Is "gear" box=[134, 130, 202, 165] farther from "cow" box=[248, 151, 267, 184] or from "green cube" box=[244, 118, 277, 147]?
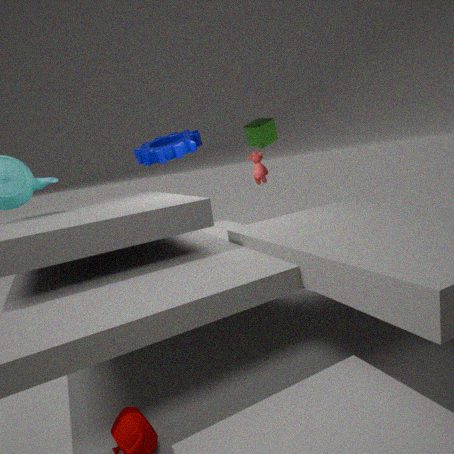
"cow" box=[248, 151, 267, 184]
